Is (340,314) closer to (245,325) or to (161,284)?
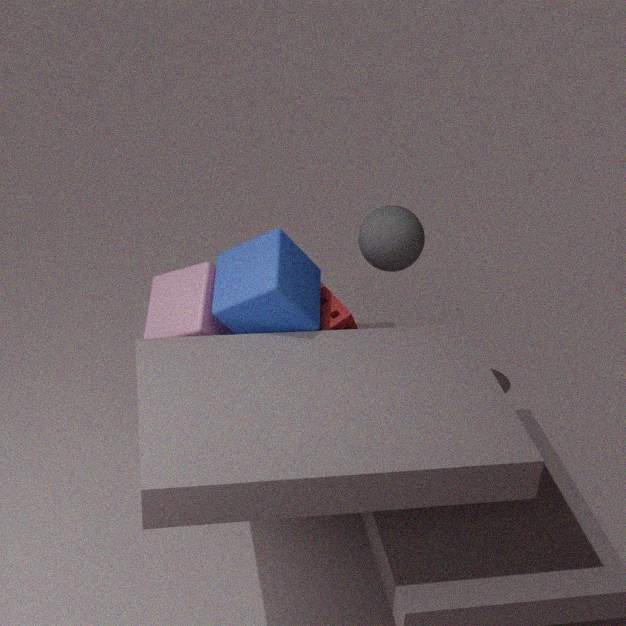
(245,325)
